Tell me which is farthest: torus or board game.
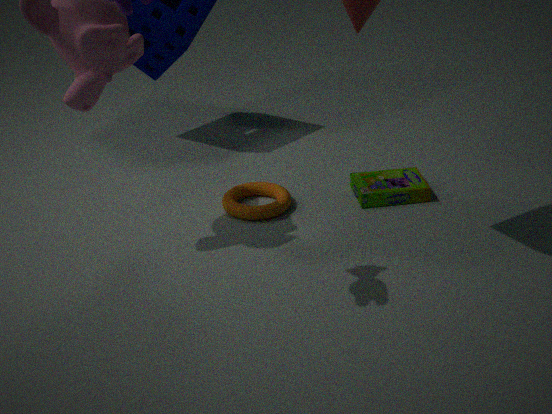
board game
